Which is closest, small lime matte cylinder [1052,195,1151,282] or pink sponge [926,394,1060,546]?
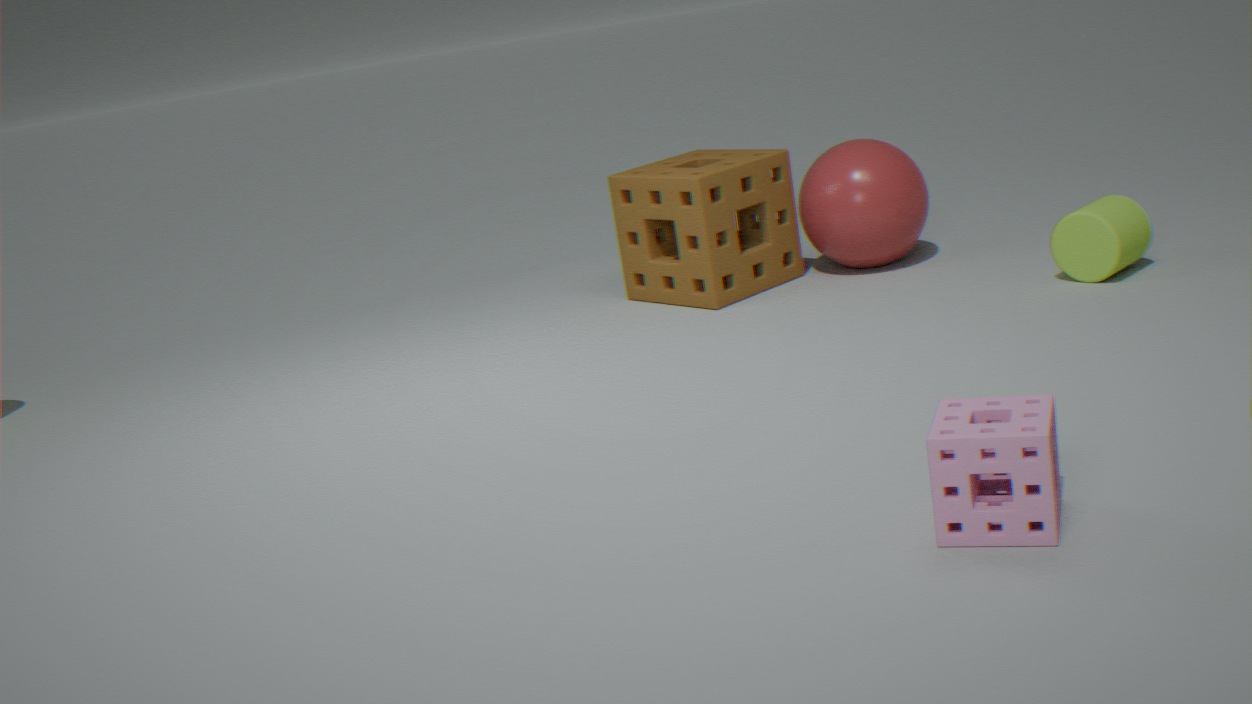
pink sponge [926,394,1060,546]
